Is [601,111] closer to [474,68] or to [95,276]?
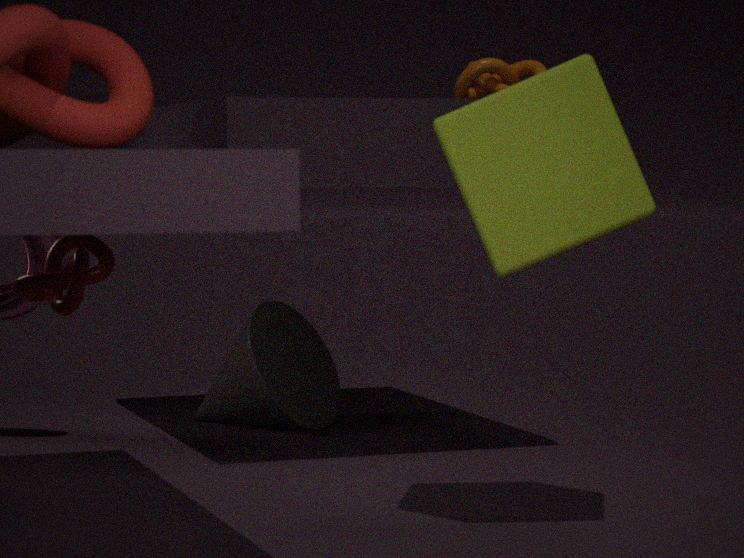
[474,68]
